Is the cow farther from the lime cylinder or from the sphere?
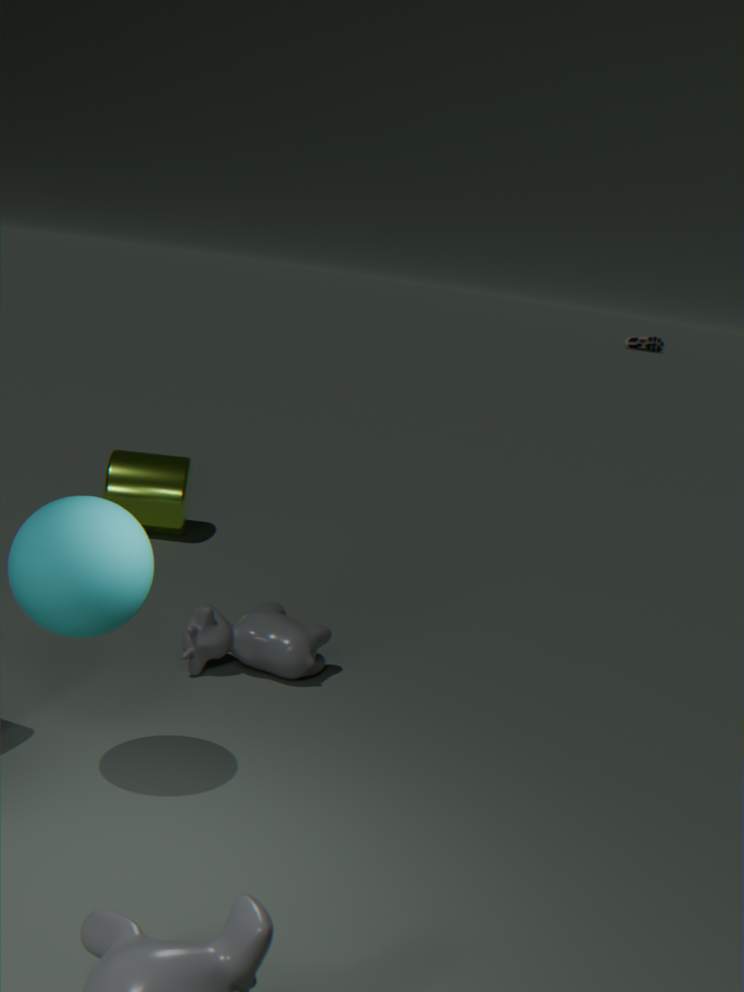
the lime cylinder
